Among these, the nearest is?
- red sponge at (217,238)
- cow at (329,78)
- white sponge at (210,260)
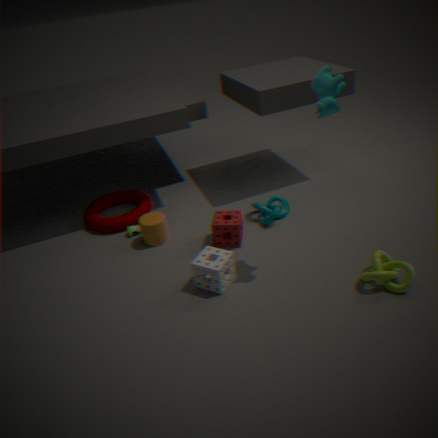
cow at (329,78)
